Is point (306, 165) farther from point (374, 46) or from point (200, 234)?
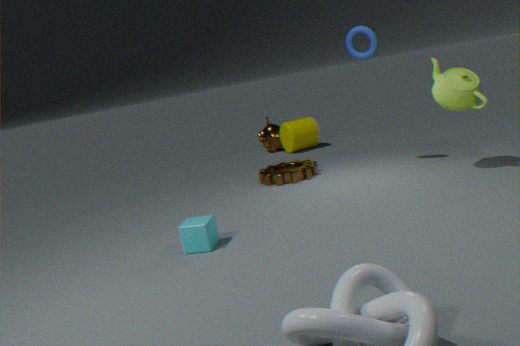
point (200, 234)
